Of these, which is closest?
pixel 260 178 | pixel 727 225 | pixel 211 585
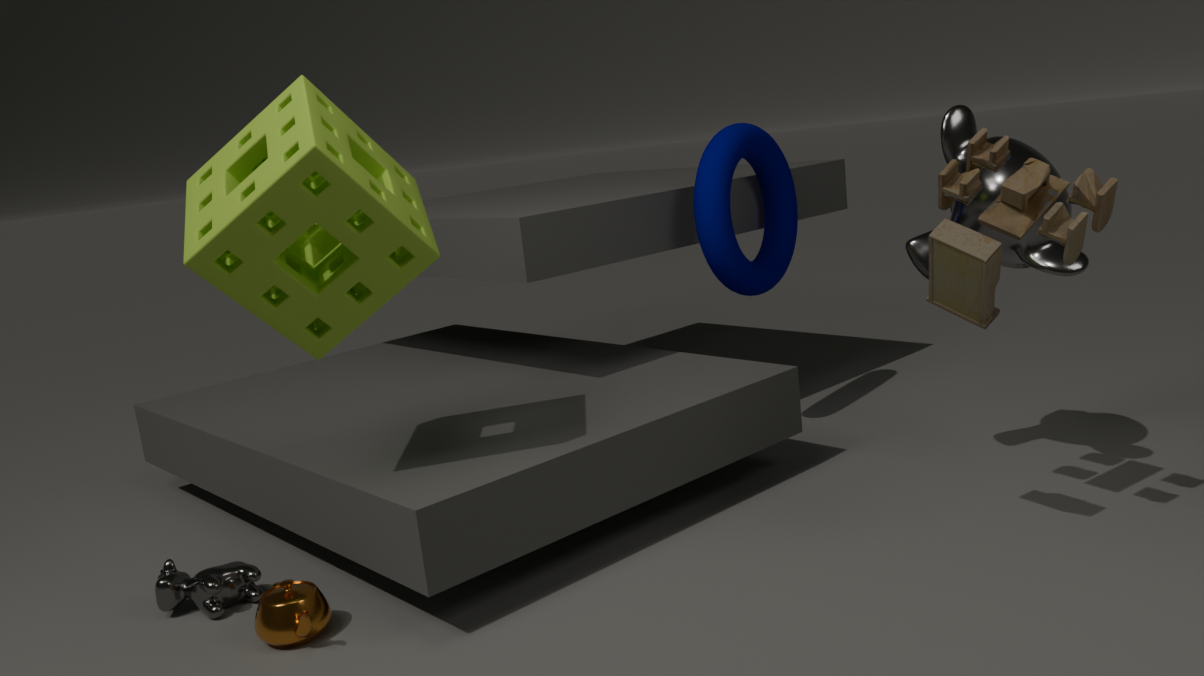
pixel 260 178
